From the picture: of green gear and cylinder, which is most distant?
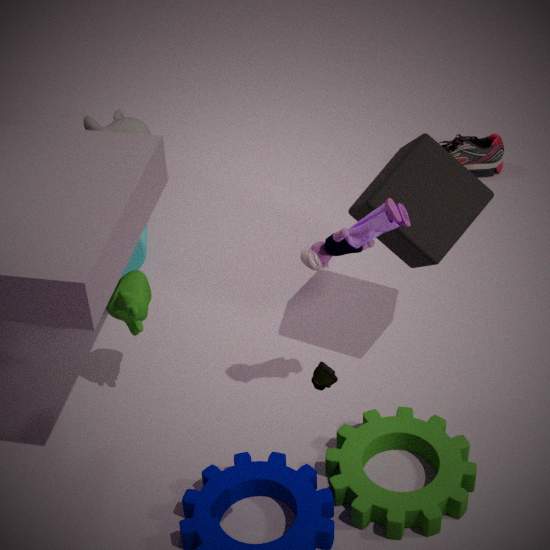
cylinder
